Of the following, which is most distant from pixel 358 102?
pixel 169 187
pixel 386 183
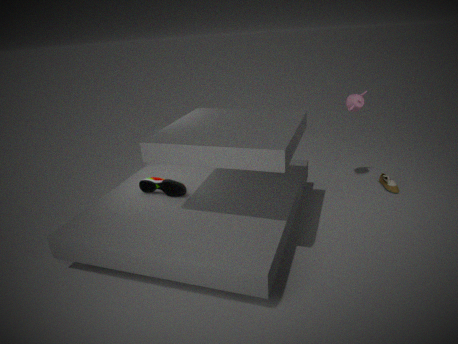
pixel 169 187
